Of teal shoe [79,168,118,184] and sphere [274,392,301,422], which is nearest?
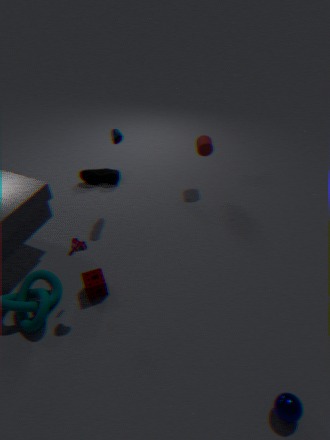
sphere [274,392,301,422]
